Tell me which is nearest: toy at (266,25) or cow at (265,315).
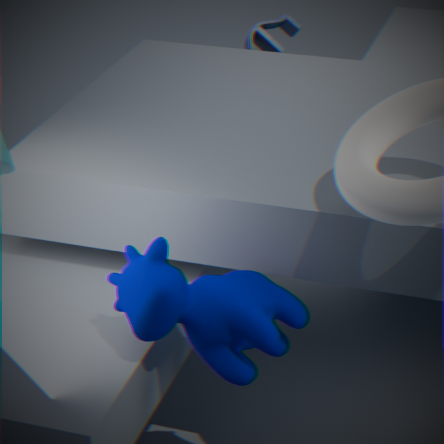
cow at (265,315)
